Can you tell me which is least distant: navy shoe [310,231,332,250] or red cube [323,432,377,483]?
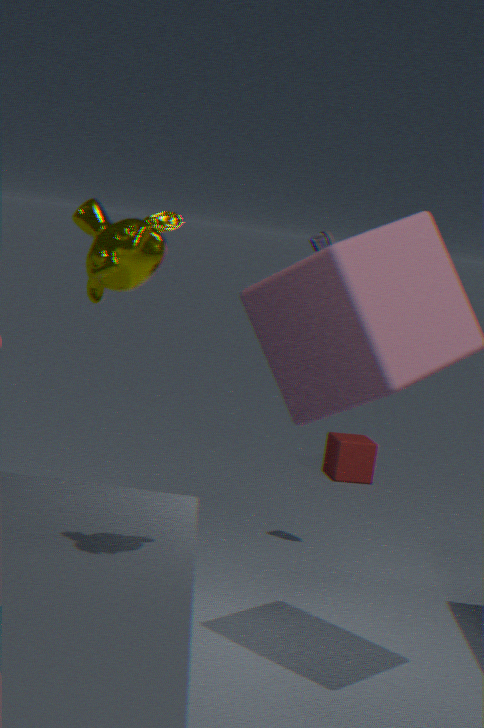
navy shoe [310,231,332,250]
